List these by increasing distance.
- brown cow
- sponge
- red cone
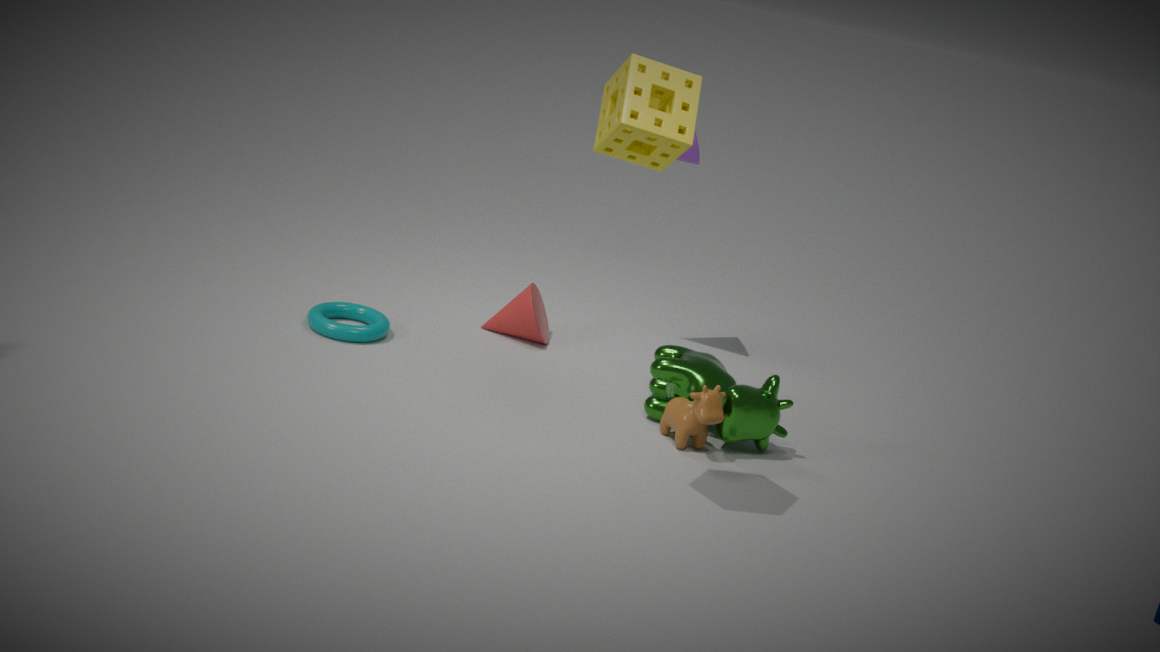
sponge, brown cow, red cone
